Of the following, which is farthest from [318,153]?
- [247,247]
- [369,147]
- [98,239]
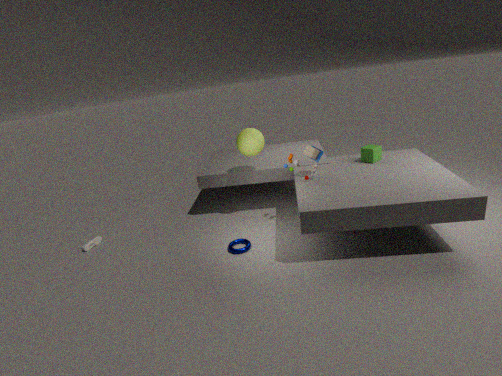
[98,239]
